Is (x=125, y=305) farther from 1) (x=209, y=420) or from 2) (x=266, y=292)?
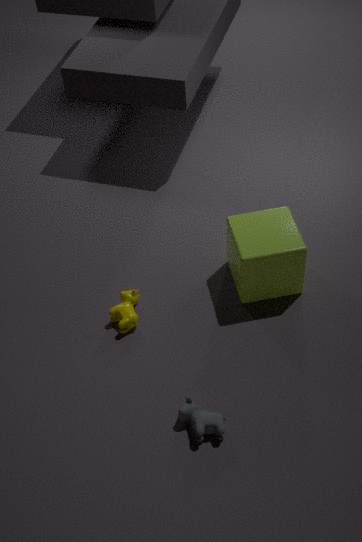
2) (x=266, y=292)
